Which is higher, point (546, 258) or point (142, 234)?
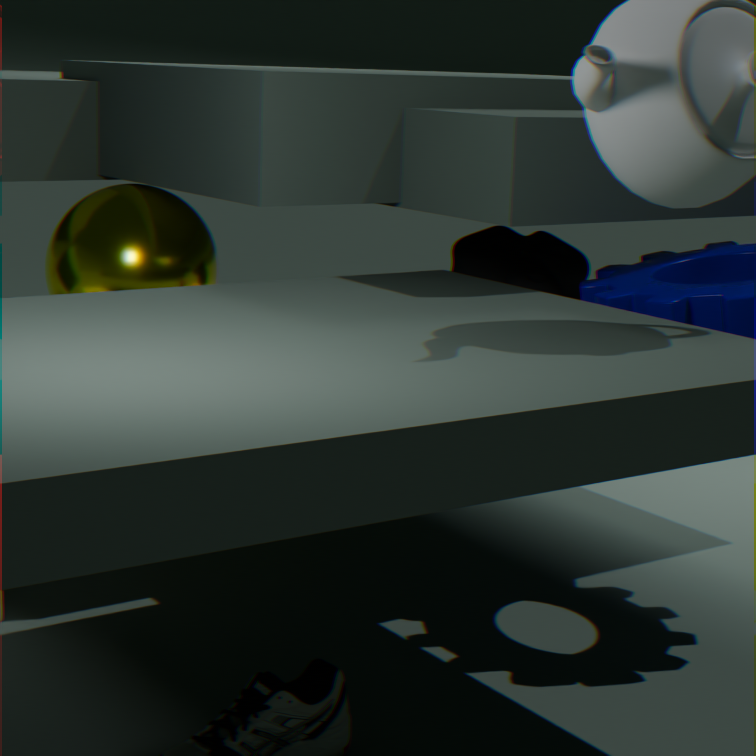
point (142, 234)
